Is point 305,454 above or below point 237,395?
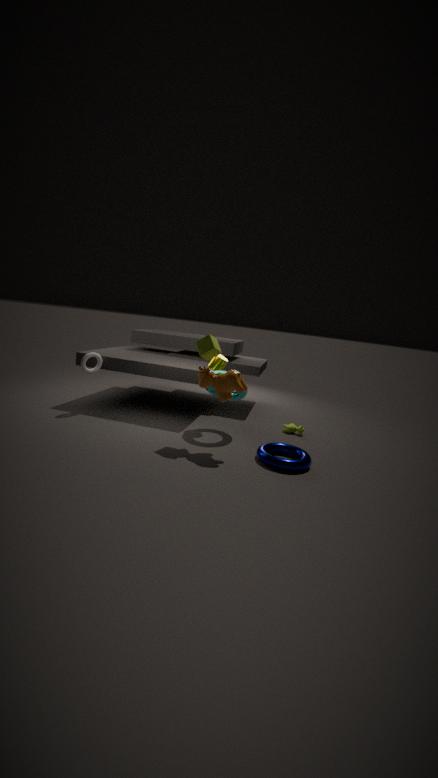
below
